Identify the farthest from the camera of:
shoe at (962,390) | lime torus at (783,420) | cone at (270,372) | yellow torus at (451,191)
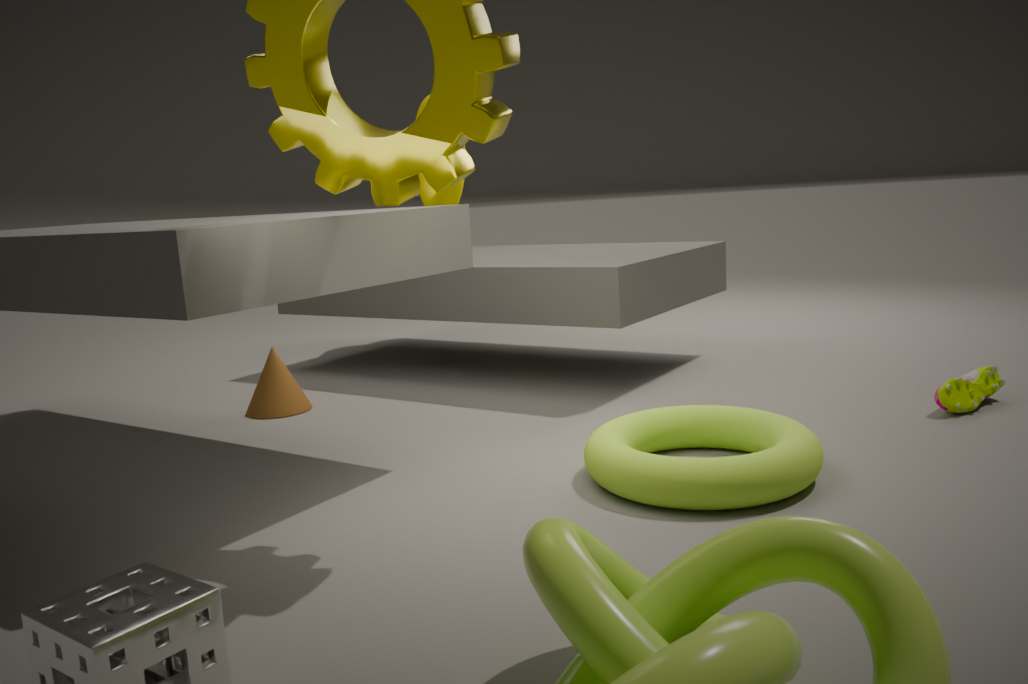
yellow torus at (451,191)
